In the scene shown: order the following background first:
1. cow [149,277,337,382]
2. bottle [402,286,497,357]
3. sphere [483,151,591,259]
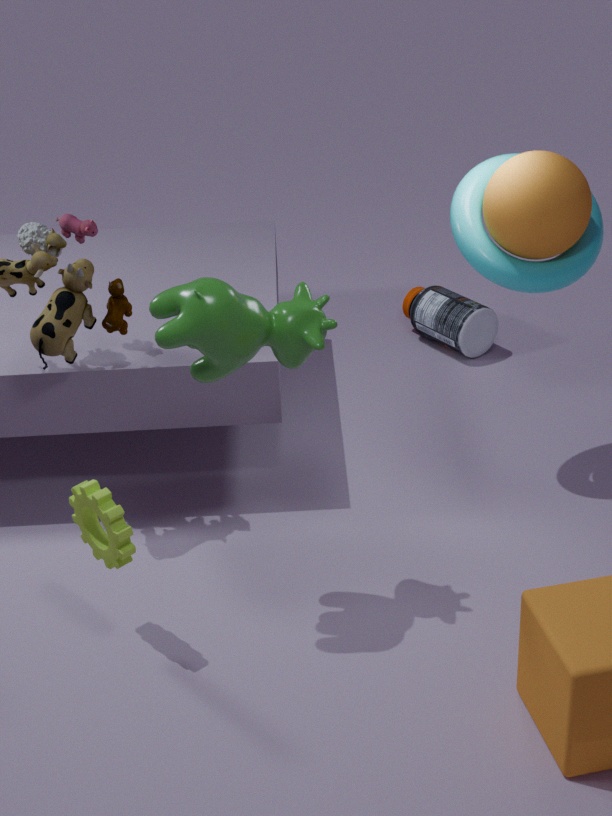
bottle [402,286,497,357] → sphere [483,151,591,259] → cow [149,277,337,382]
